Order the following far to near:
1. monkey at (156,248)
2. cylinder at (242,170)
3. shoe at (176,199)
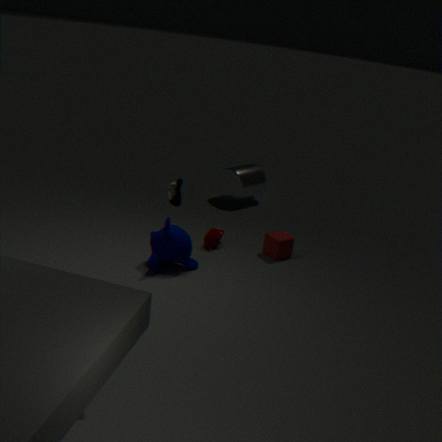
1. cylinder at (242,170)
2. monkey at (156,248)
3. shoe at (176,199)
